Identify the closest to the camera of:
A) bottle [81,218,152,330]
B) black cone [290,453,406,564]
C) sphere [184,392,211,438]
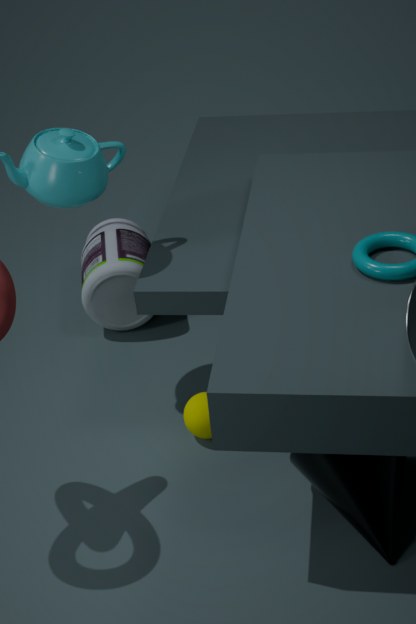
B. black cone [290,453,406,564]
